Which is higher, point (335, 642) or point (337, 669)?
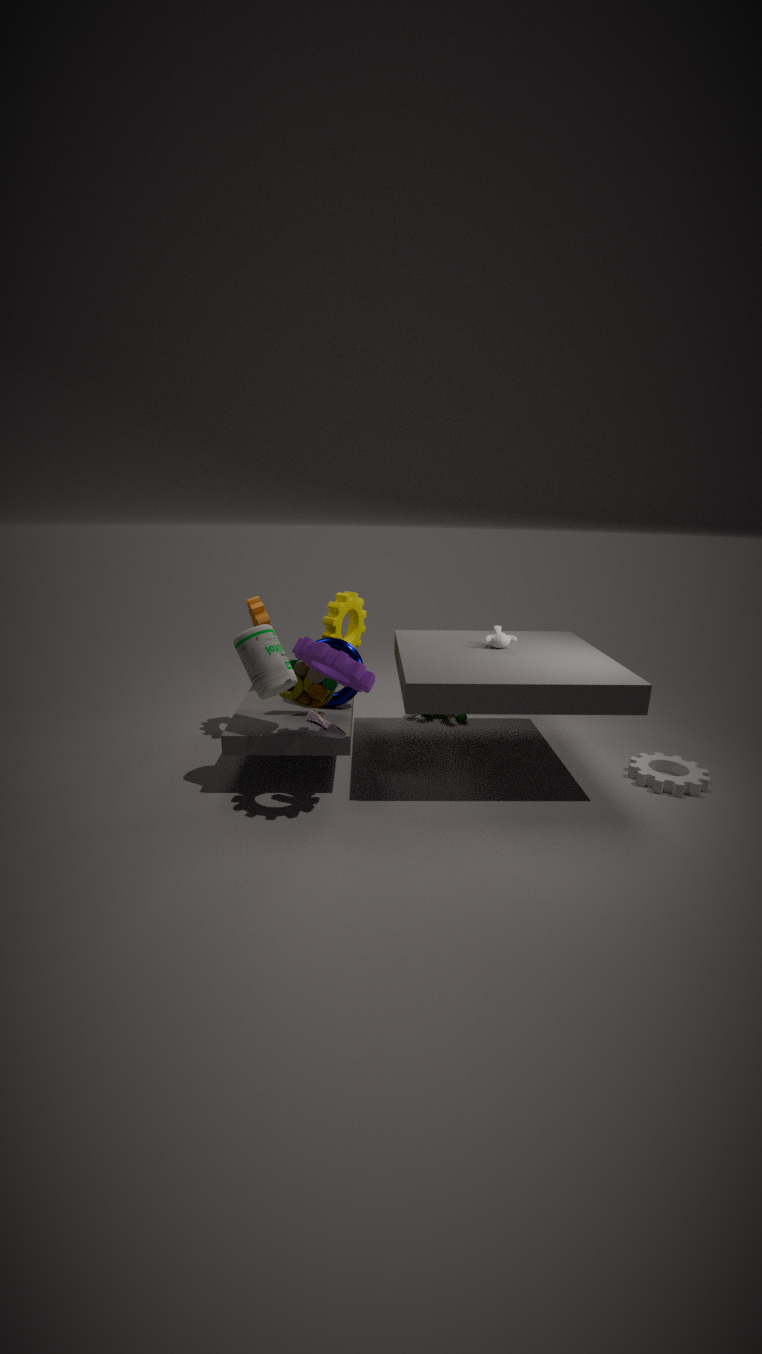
point (337, 669)
